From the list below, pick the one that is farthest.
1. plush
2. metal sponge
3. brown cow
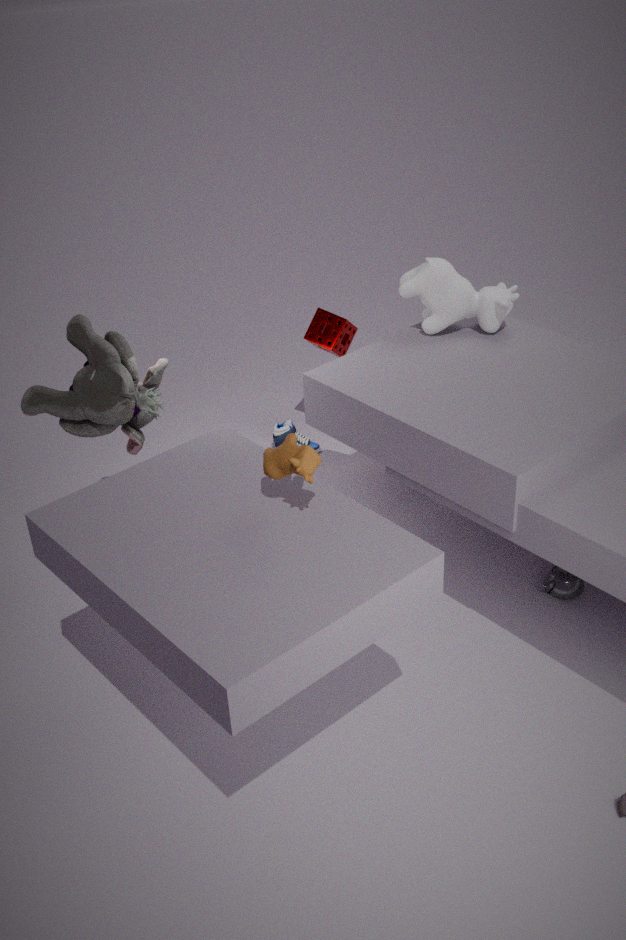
metal sponge
